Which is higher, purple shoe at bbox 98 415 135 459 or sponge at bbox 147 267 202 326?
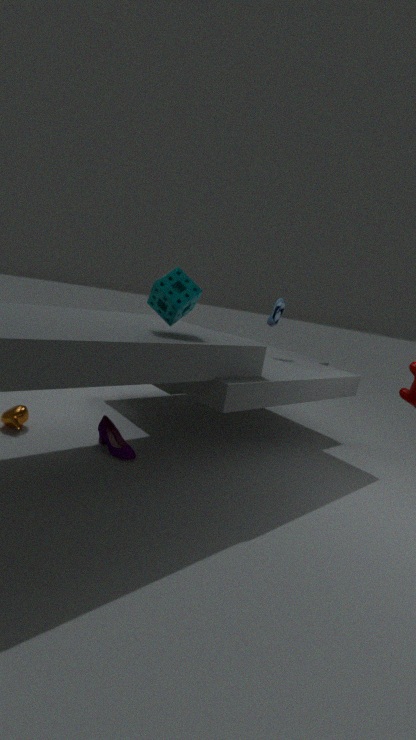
sponge at bbox 147 267 202 326
